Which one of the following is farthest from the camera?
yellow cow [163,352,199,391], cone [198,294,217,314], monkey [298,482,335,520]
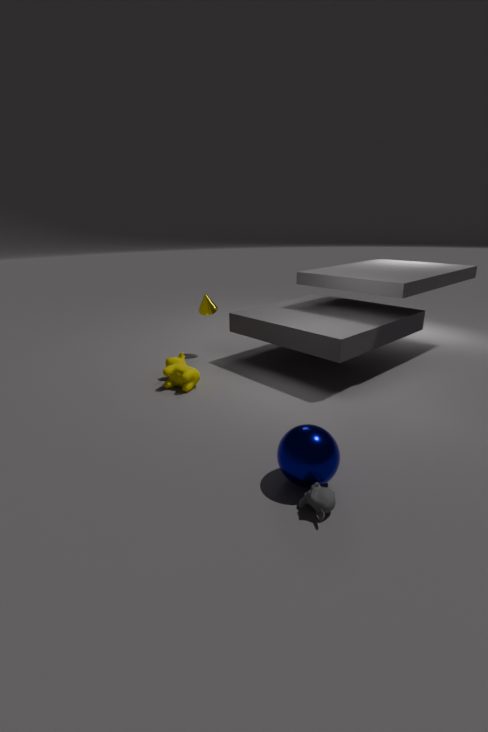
cone [198,294,217,314]
